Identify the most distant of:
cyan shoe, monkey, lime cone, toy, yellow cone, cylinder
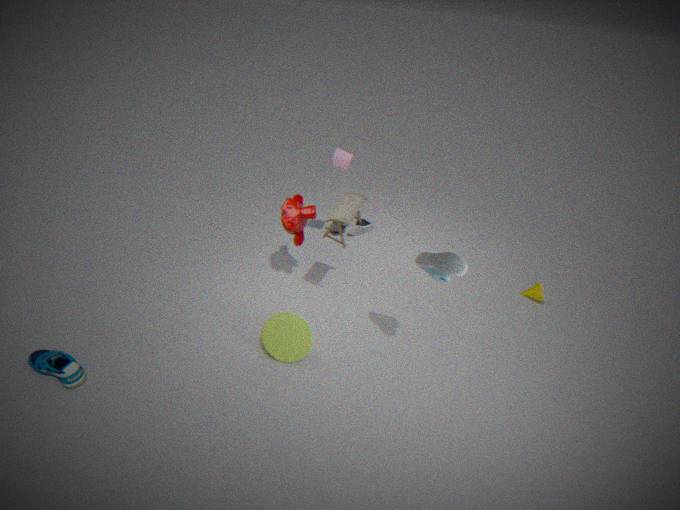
yellow cone
